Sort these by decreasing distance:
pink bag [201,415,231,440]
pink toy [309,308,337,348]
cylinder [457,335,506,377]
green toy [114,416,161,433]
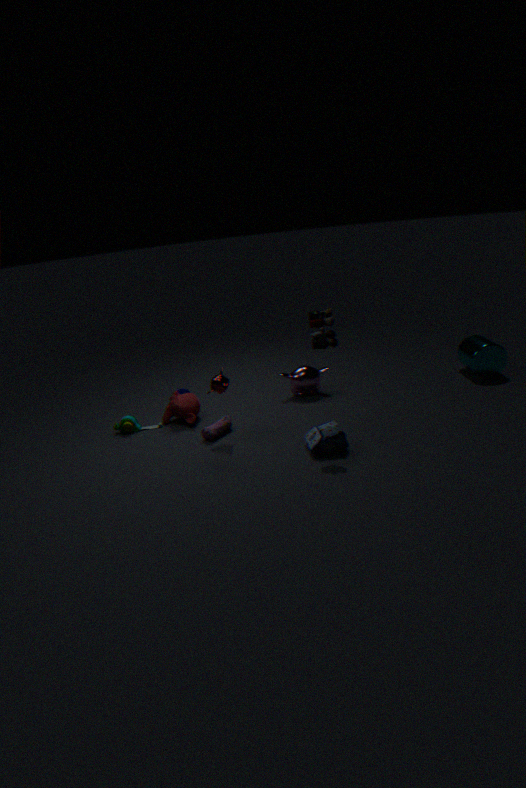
cylinder [457,335,506,377] → green toy [114,416,161,433] → pink bag [201,415,231,440] → pink toy [309,308,337,348]
